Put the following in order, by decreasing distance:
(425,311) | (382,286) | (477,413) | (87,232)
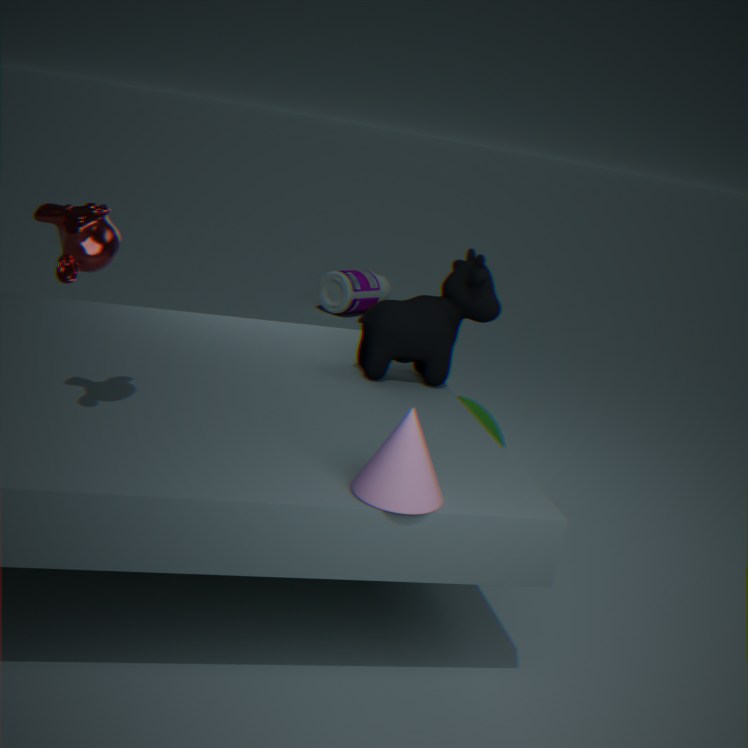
(382,286) < (477,413) < (425,311) < (87,232)
